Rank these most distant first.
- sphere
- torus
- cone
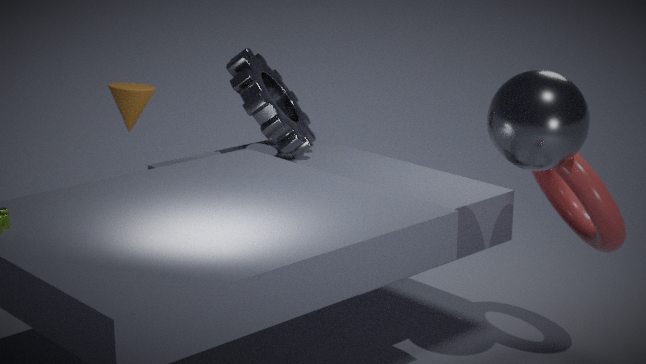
1. cone
2. torus
3. sphere
